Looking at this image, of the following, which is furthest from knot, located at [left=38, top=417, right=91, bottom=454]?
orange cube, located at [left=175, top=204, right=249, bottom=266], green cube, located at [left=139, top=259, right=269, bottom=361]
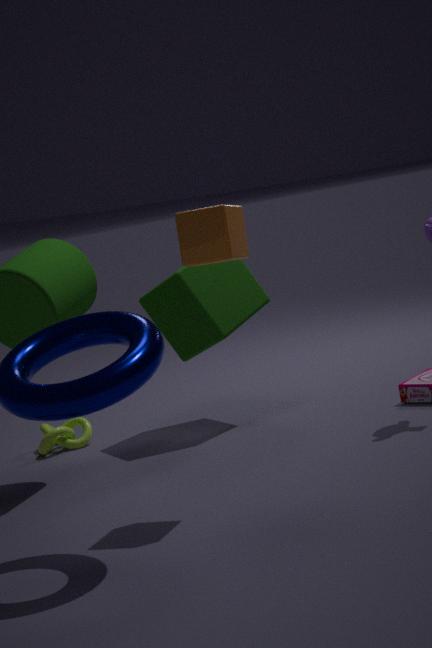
orange cube, located at [left=175, top=204, right=249, bottom=266]
